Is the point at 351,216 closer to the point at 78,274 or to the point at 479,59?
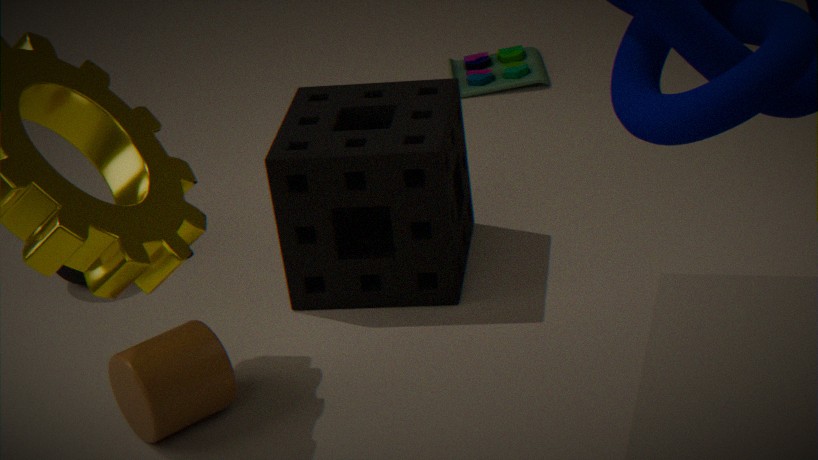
the point at 78,274
